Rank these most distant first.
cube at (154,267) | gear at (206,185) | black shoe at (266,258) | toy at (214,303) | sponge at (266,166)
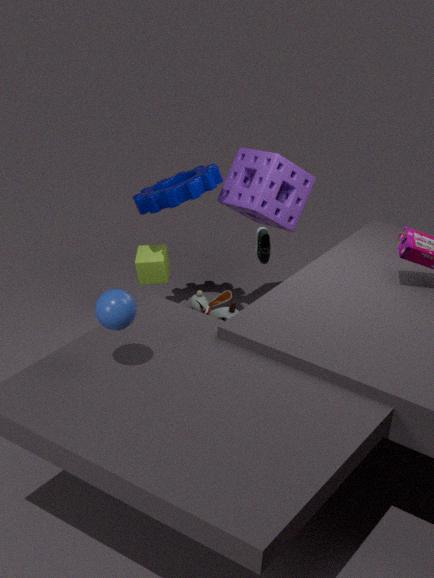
cube at (154,267), black shoe at (266,258), sponge at (266,166), gear at (206,185), toy at (214,303)
